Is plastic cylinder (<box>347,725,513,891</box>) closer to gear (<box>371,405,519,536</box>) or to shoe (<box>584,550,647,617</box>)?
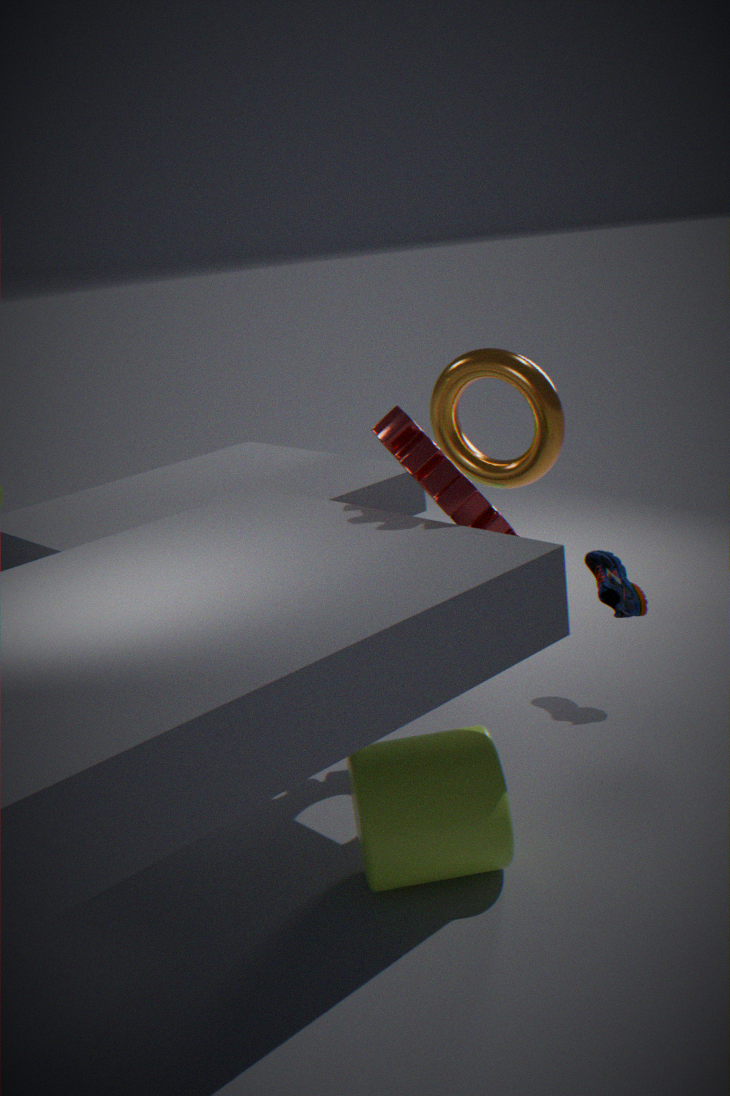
gear (<box>371,405,519,536</box>)
